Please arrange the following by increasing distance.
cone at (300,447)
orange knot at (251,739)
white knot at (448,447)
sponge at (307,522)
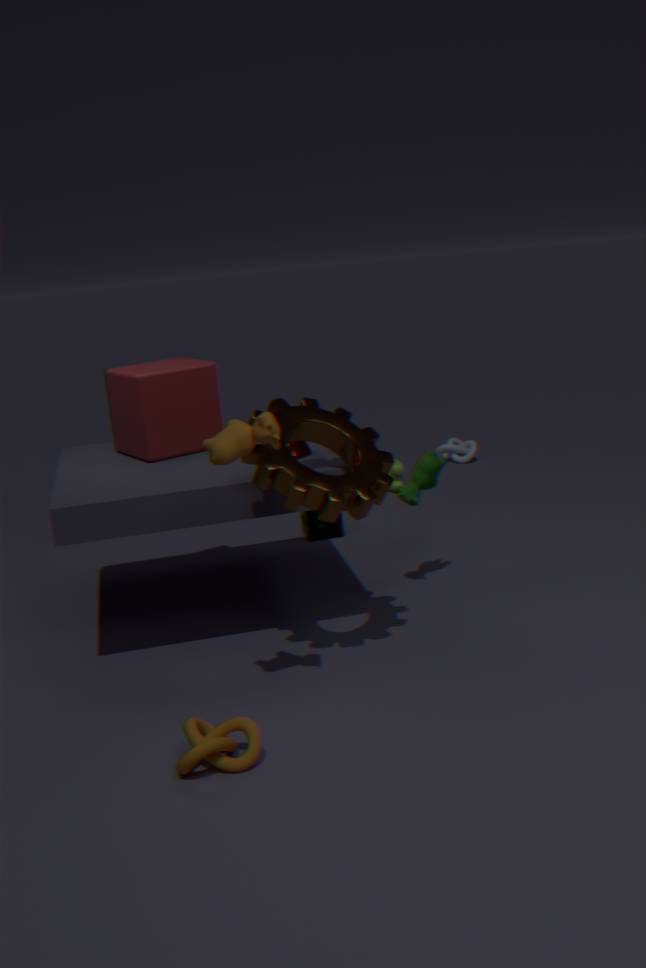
orange knot at (251,739), cone at (300,447), sponge at (307,522), white knot at (448,447)
